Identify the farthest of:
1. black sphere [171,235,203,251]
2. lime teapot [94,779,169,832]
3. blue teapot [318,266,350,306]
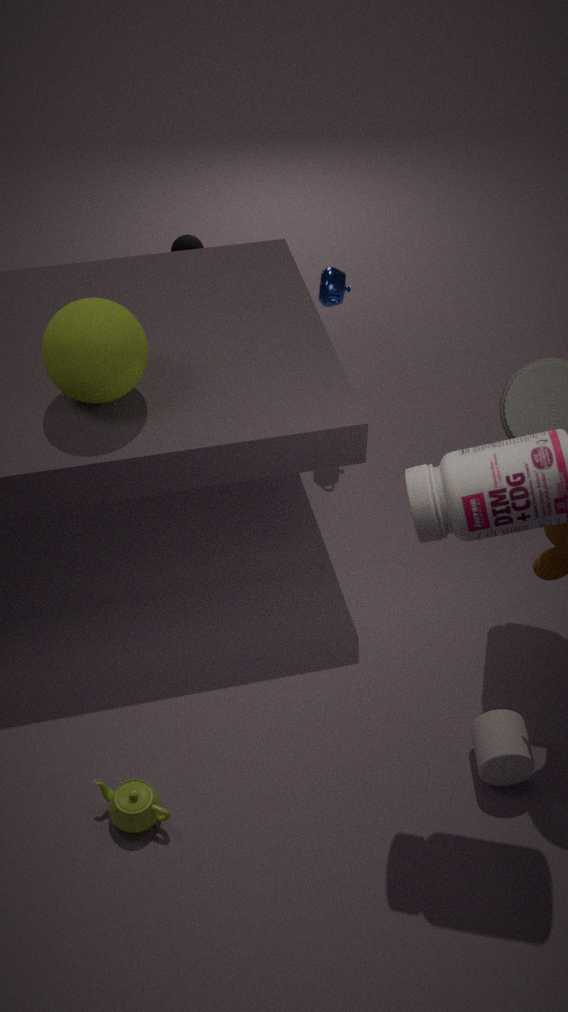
black sphere [171,235,203,251]
